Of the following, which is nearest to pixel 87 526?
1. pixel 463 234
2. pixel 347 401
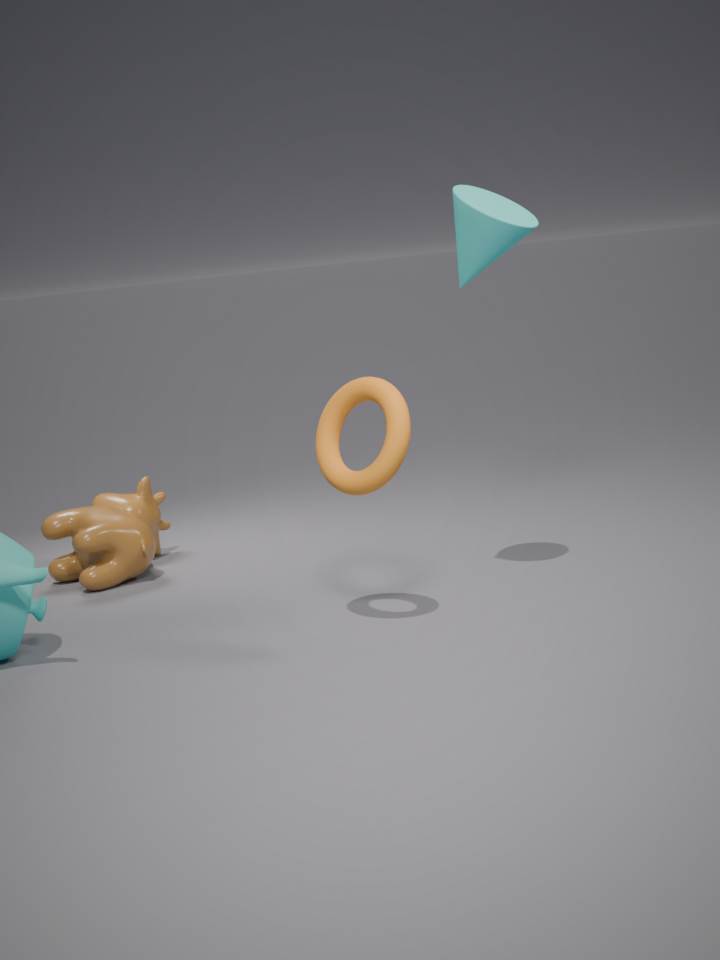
pixel 347 401
